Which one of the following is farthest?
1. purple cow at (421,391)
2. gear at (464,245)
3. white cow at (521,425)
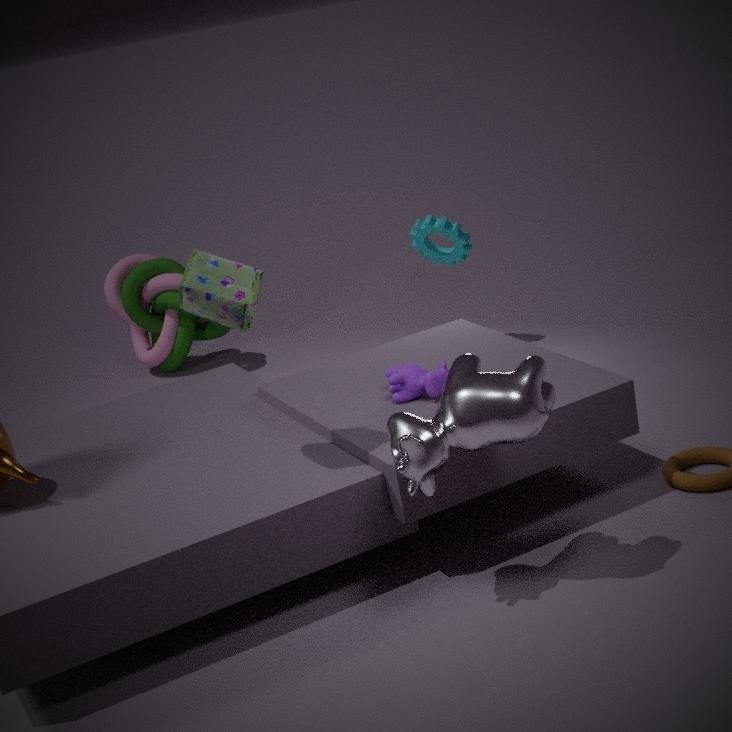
gear at (464,245)
